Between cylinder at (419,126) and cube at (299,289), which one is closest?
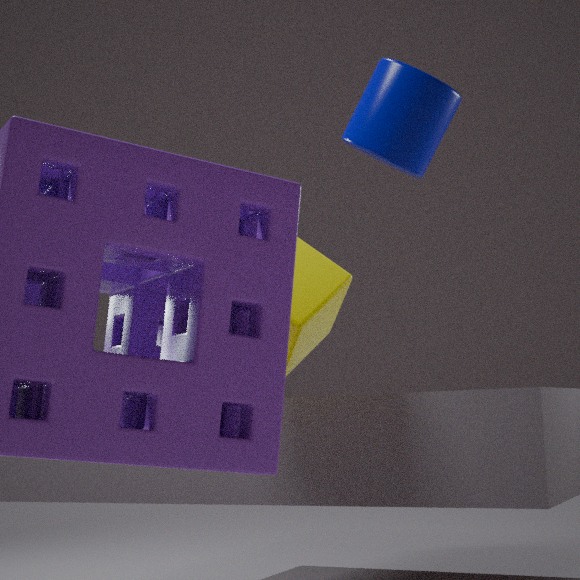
cube at (299,289)
